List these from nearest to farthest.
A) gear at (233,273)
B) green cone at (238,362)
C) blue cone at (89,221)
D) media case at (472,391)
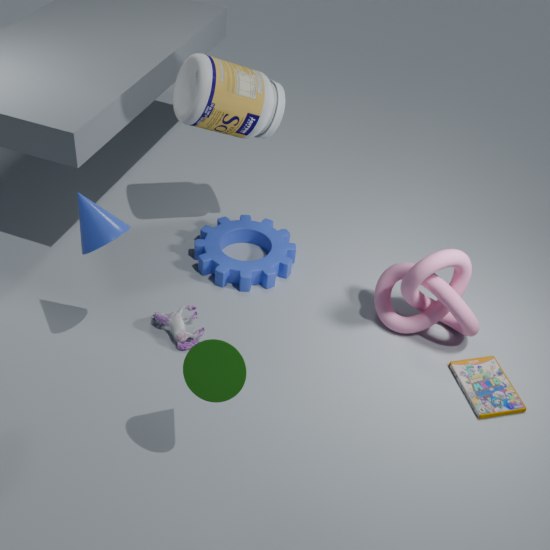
green cone at (238,362), blue cone at (89,221), media case at (472,391), gear at (233,273)
